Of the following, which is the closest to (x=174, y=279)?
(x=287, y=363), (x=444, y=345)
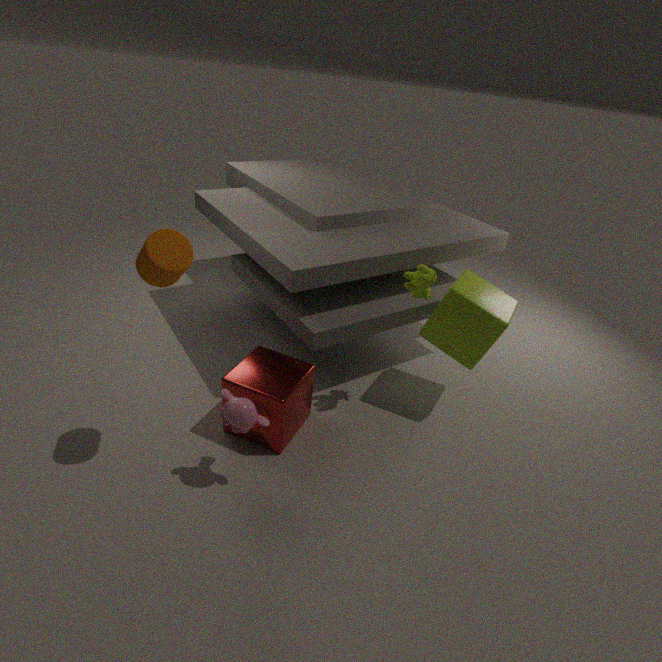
(x=287, y=363)
